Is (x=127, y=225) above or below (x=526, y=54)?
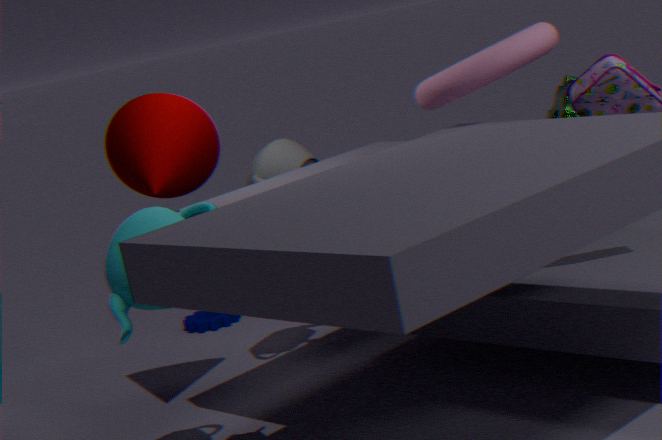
below
